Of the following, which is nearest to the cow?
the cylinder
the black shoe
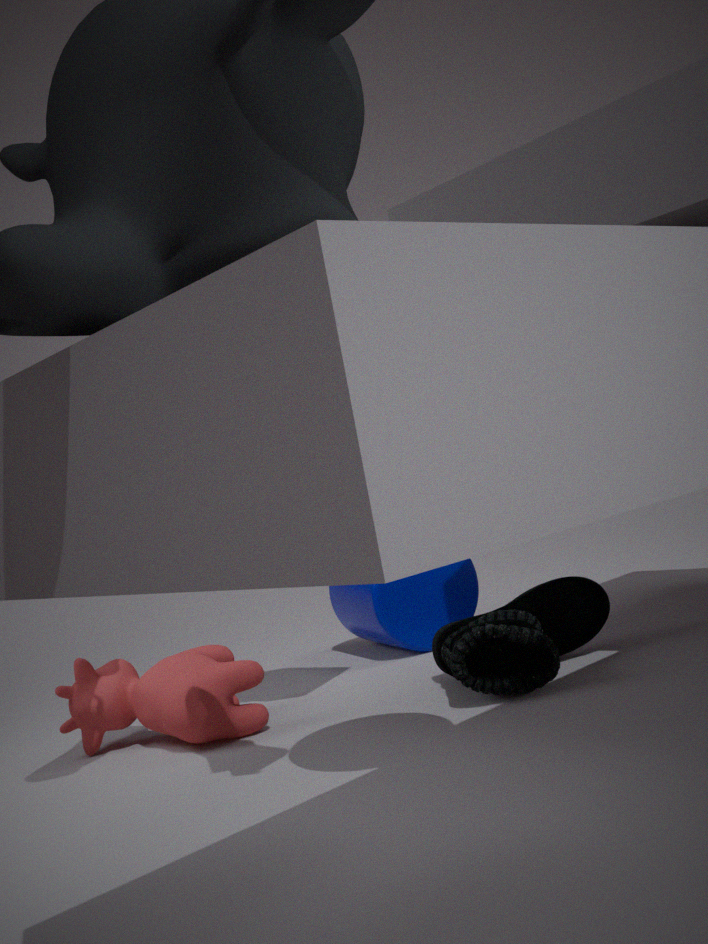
the black shoe
